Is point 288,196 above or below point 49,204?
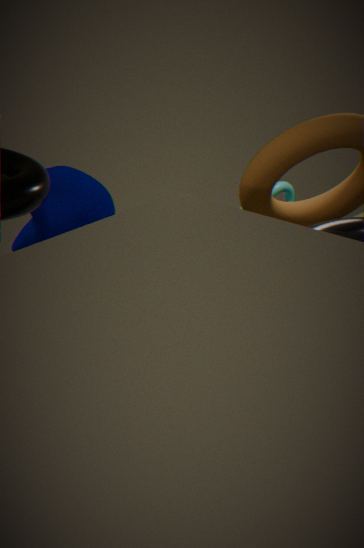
below
